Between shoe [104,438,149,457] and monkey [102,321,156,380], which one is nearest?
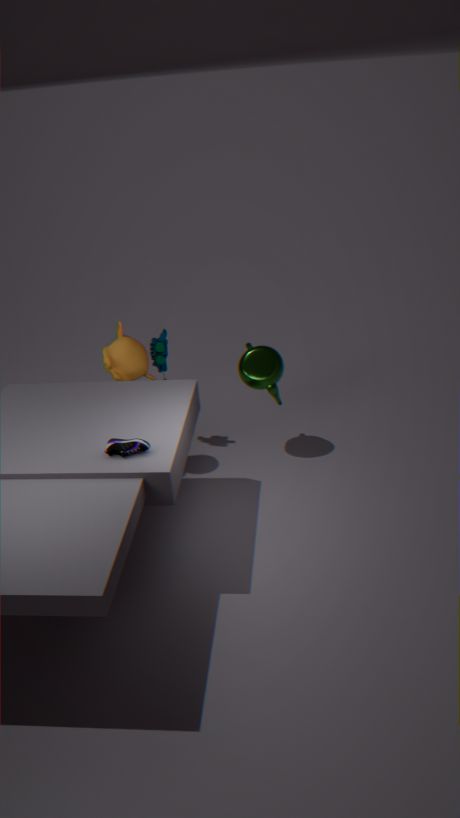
shoe [104,438,149,457]
